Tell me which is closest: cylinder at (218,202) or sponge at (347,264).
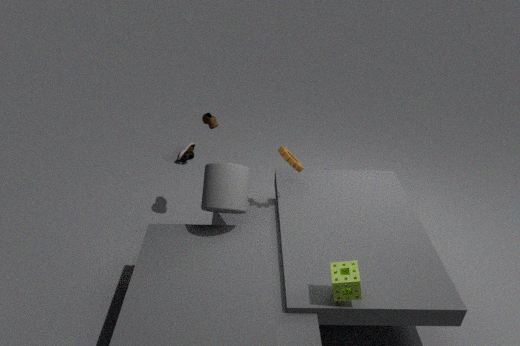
sponge at (347,264)
